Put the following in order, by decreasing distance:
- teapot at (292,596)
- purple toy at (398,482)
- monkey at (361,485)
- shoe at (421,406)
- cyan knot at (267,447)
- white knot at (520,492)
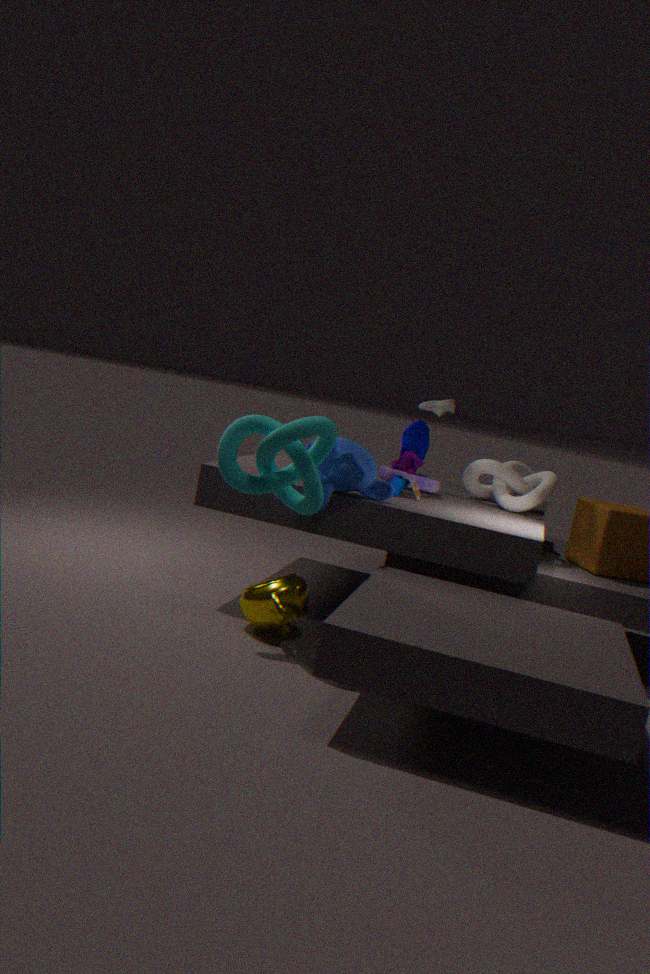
shoe at (421,406)
white knot at (520,492)
purple toy at (398,482)
monkey at (361,485)
teapot at (292,596)
cyan knot at (267,447)
